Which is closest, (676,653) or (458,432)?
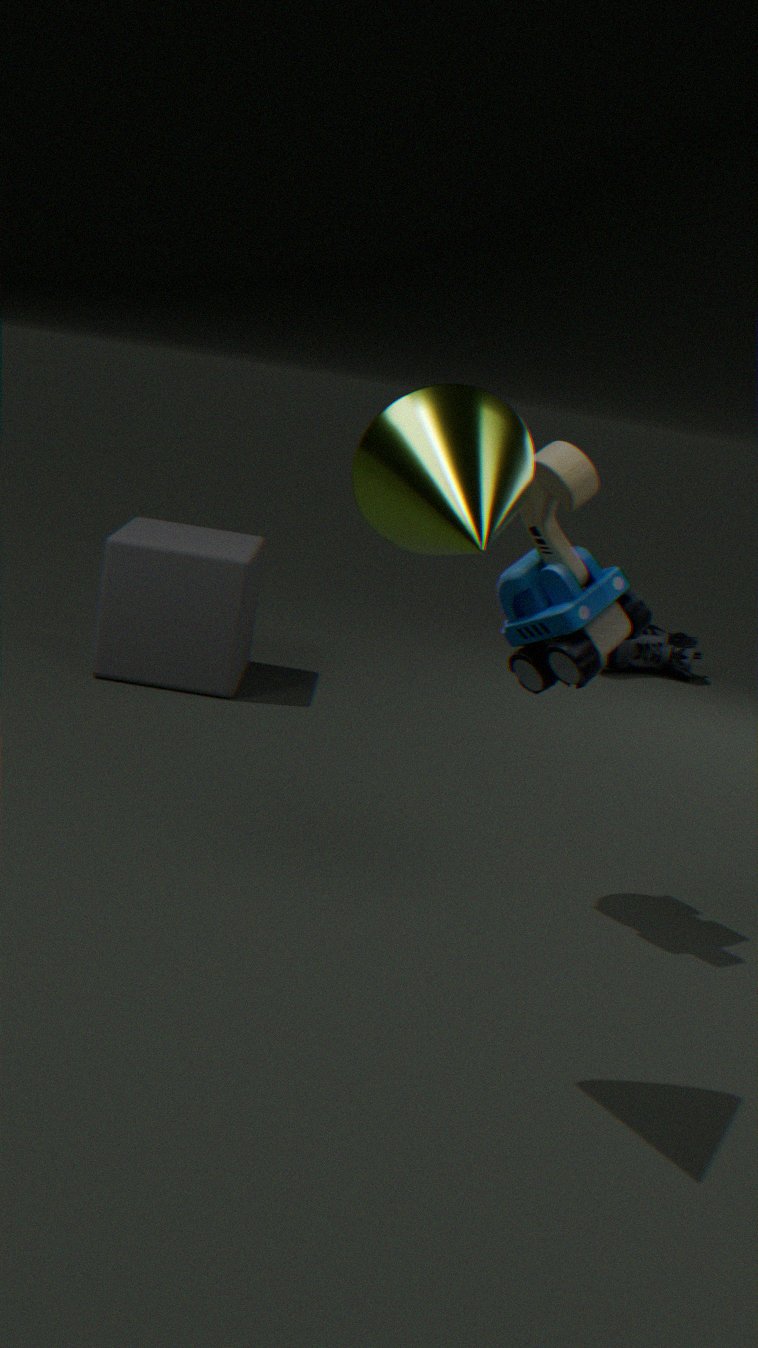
(458,432)
